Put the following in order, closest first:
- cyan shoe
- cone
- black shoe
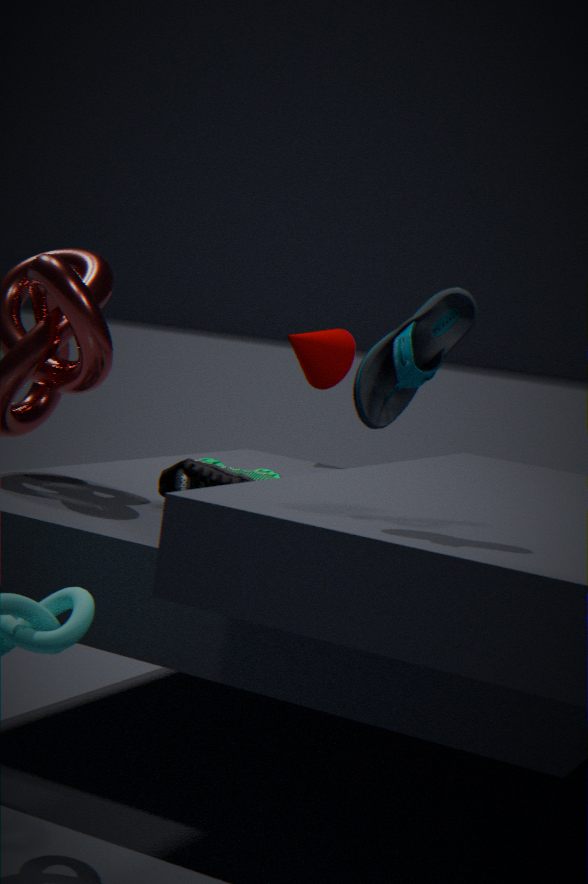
1. cyan shoe
2. black shoe
3. cone
